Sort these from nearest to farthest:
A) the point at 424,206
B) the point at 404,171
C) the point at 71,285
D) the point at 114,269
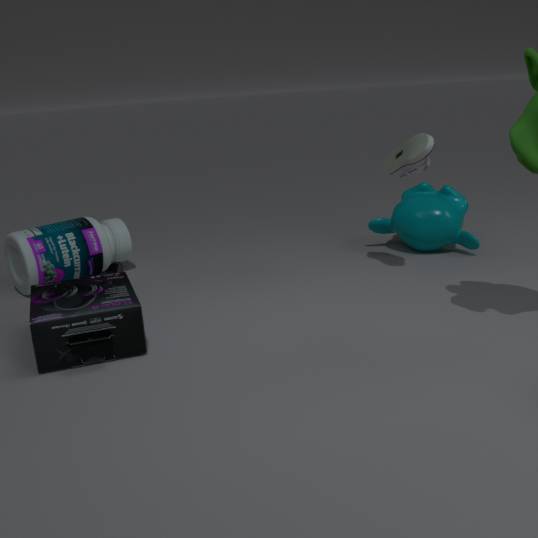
the point at 71,285 < the point at 404,171 < the point at 114,269 < the point at 424,206
